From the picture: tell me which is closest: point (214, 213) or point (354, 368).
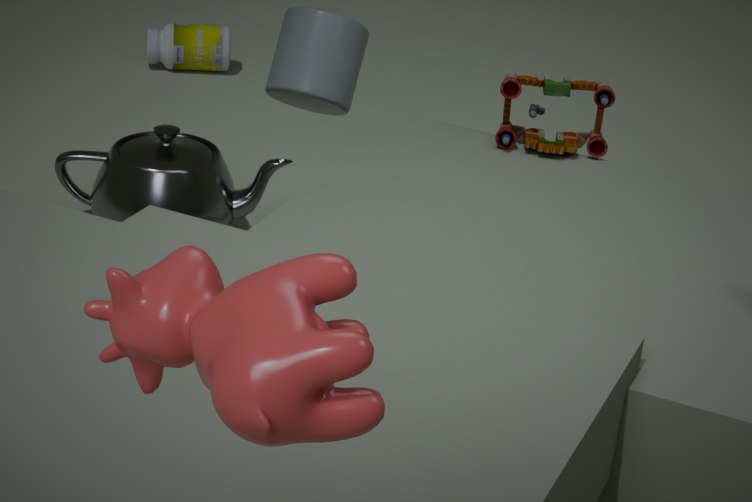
point (354, 368)
